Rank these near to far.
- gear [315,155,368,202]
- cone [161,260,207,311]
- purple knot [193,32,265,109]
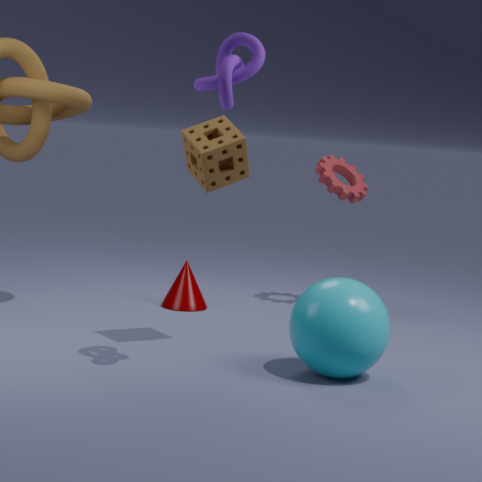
purple knot [193,32,265,109]
cone [161,260,207,311]
gear [315,155,368,202]
